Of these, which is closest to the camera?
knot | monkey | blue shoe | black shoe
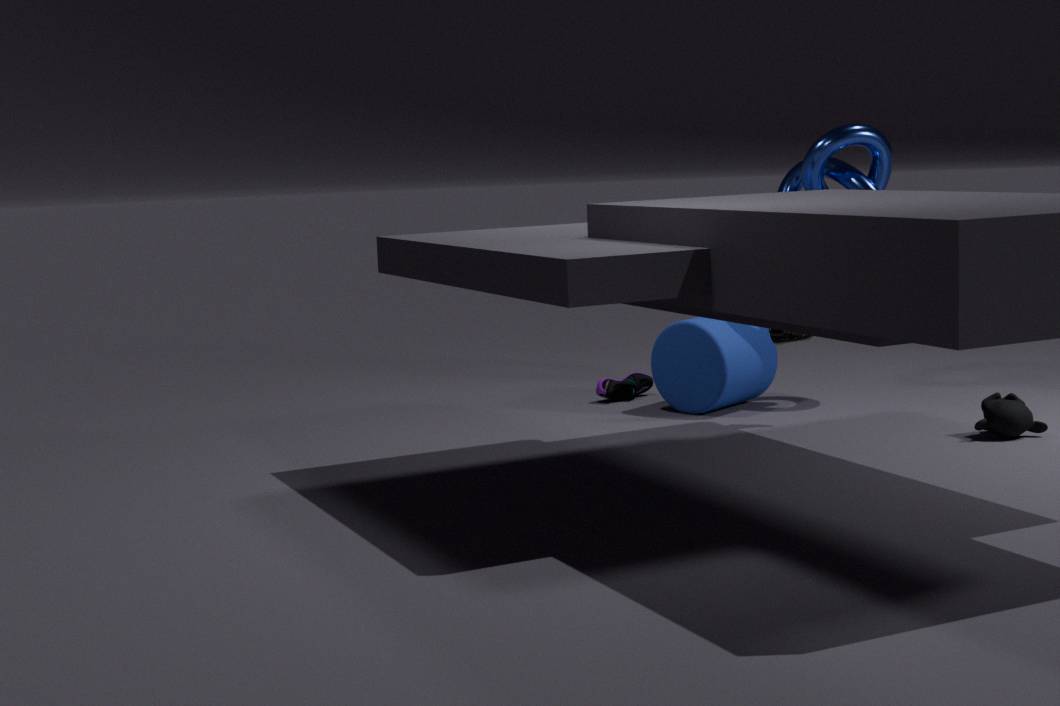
monkey
